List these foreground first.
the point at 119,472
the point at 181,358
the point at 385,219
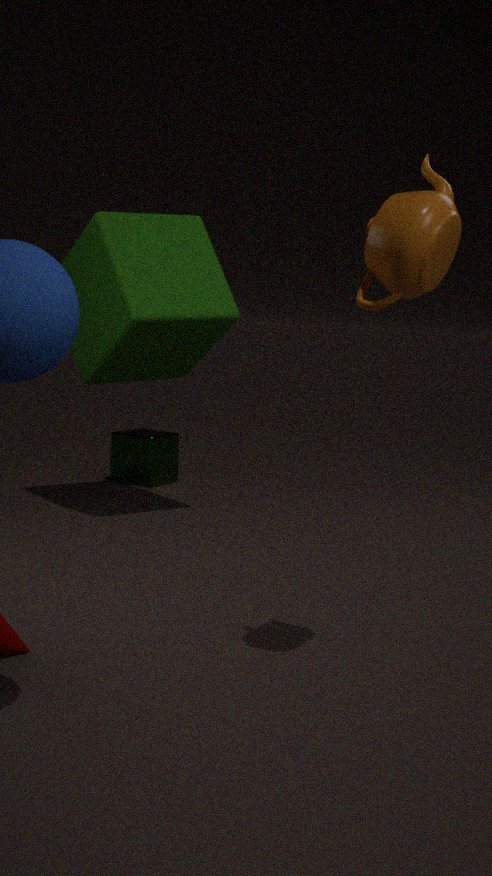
the point at 385,219, the point at 181,358, the point at 119,472
